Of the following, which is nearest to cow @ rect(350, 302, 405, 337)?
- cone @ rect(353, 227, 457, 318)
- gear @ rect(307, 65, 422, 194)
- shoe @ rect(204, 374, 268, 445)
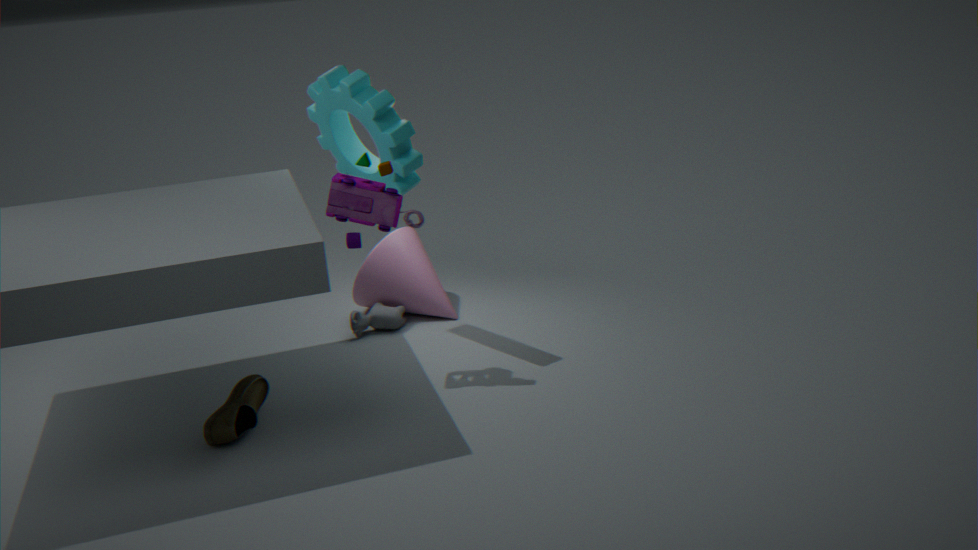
cone @ rect(353, 227, 457, 318)
